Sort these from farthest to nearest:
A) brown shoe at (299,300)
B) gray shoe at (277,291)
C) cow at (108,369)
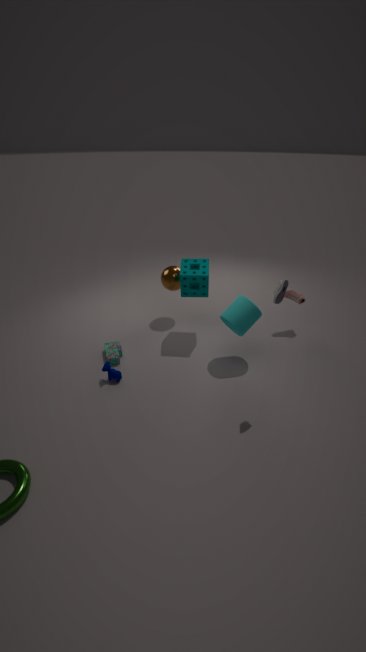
brown shoe at (299,300) → cow at (108,369) → gray shoe at (277,291)
